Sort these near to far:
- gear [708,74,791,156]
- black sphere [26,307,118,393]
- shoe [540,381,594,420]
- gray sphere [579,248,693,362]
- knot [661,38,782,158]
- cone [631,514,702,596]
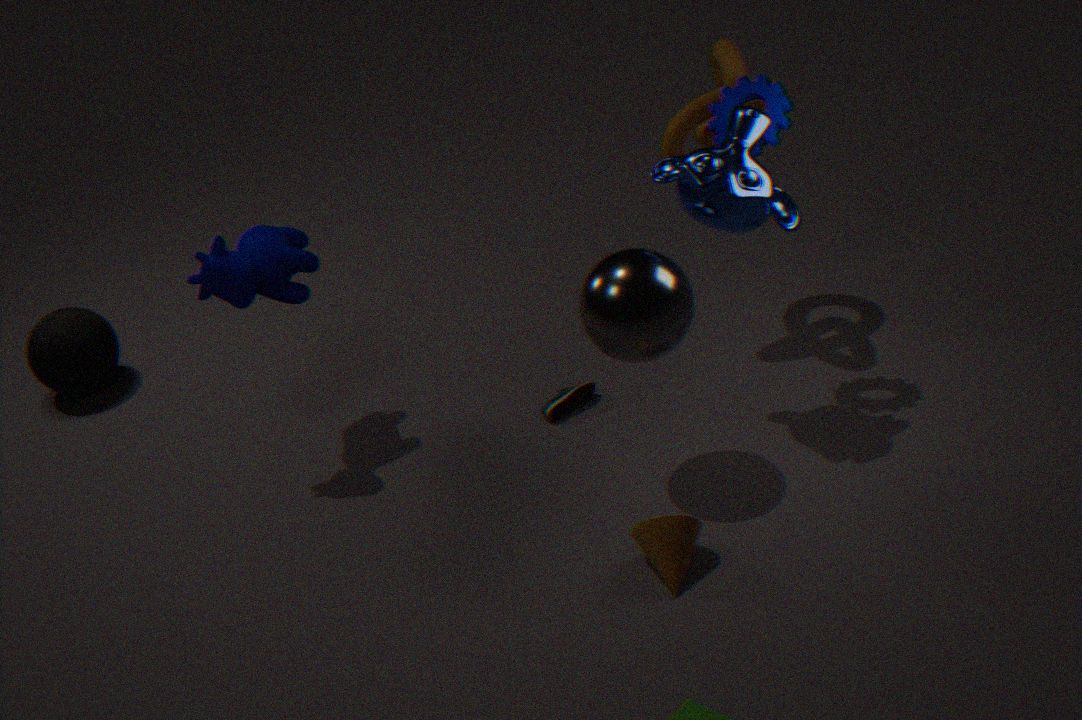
cone [631,514,702,596] < gray sphere [579,248,693,362] < gear [708,74,791,156] < knot [661,38,782,158] < shoe [540,381,594,420] < black sphere [26,307,118,393]
